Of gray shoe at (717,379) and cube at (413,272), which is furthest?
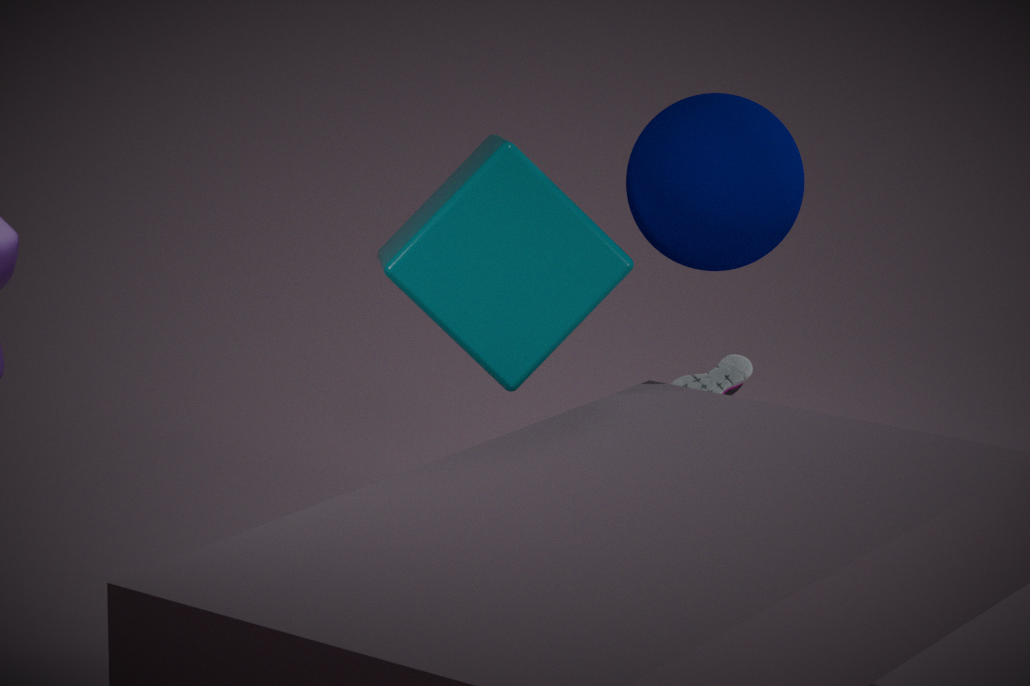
gray shoe at (717,379)
